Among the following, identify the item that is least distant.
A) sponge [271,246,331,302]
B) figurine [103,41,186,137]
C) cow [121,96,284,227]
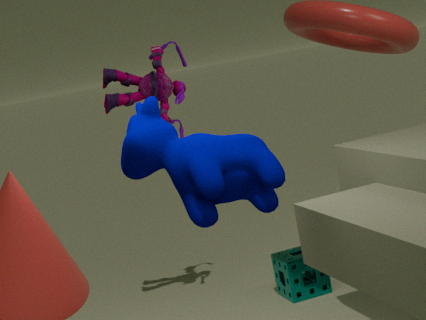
cow [121,96,284,227]
